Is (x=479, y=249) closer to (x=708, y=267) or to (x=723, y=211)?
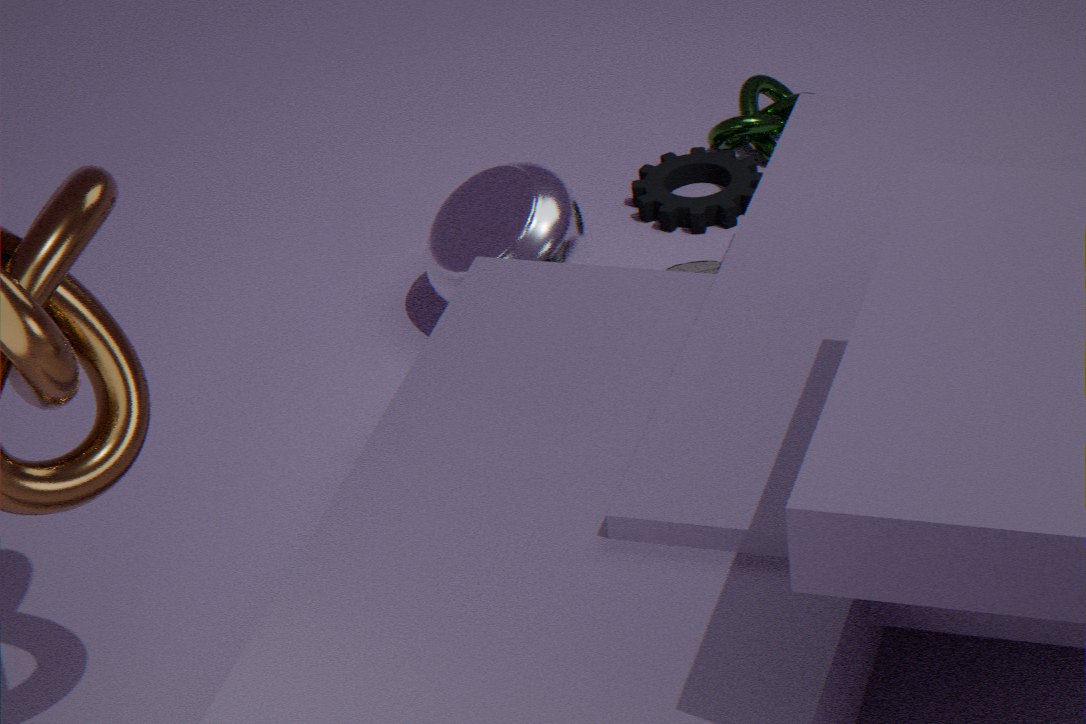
(x=708, y=267)
